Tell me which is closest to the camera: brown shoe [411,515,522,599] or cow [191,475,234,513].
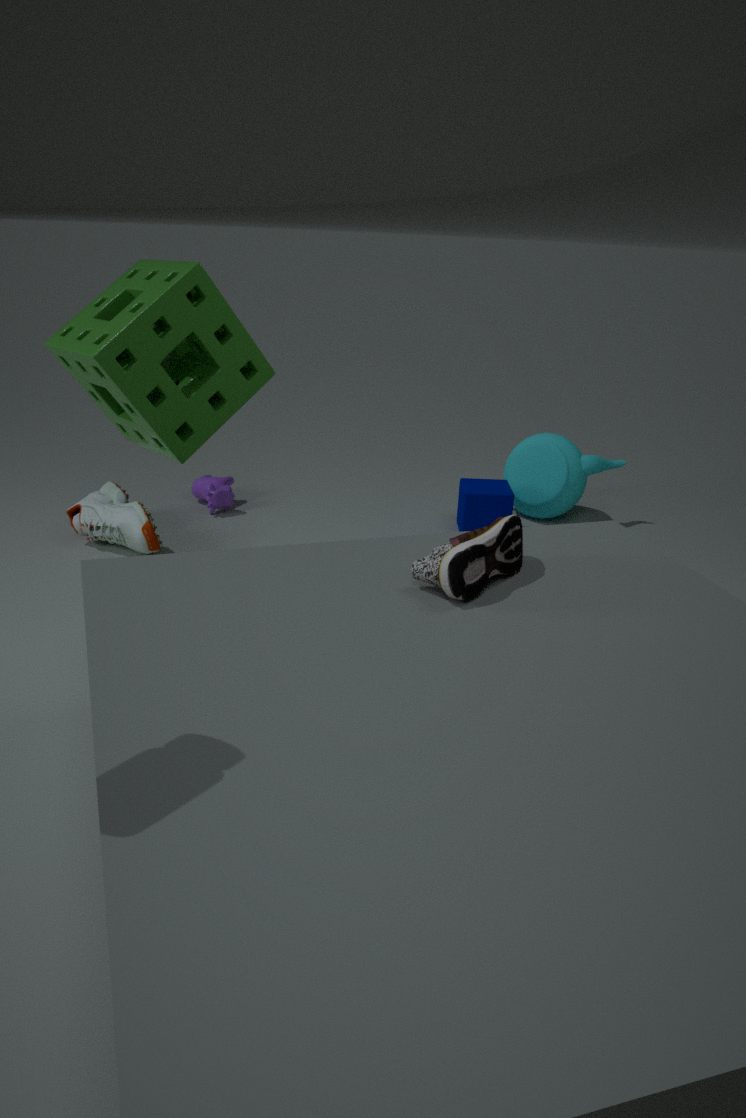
brown shoe [411,515,522,599]
